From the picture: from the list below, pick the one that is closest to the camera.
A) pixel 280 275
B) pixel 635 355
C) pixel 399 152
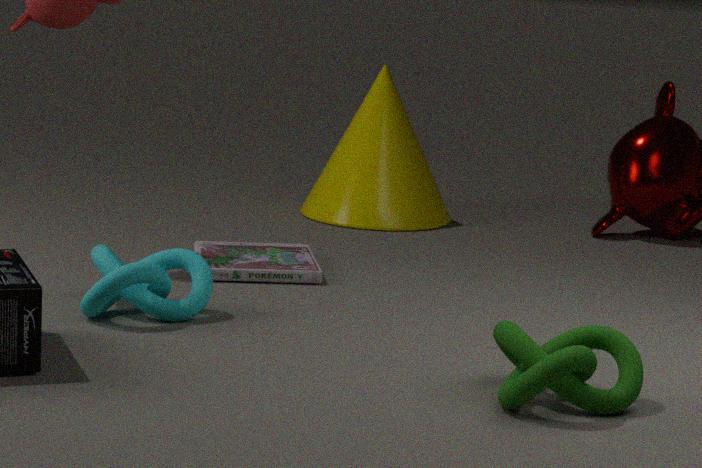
pixel 635 355
